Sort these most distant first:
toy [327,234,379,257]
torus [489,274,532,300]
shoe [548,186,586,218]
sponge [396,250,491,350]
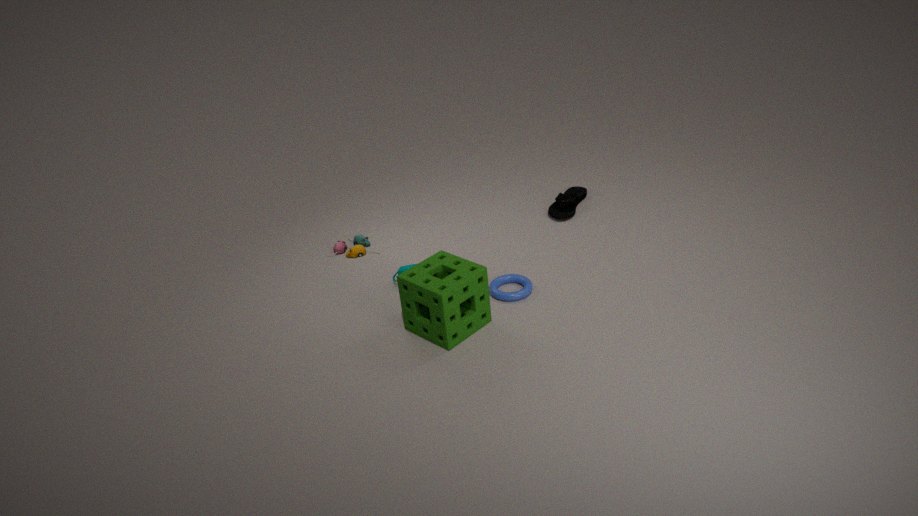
1. shoe [548,186,586,218]
2. toy [327,234,379,257]
3. torus [489,274,532,300]
4. sponge [396,250,491,350]
